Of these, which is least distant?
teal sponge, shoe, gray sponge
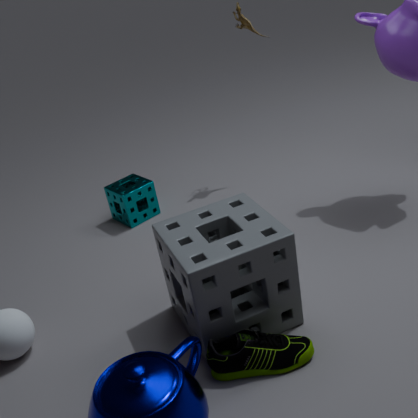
shoe
